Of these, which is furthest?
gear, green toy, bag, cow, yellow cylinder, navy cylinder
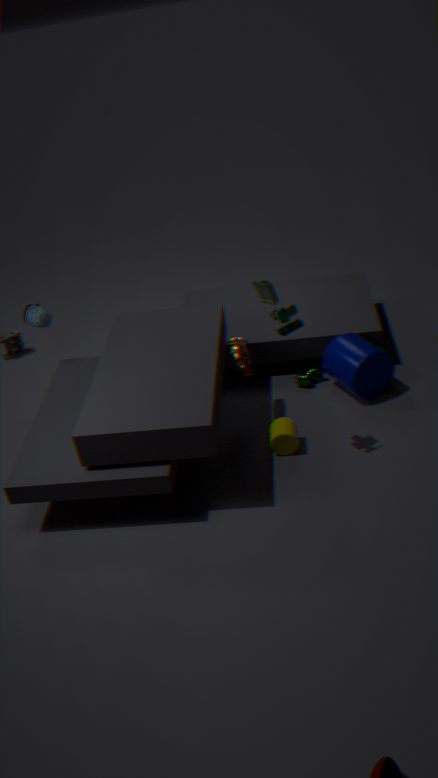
bag
